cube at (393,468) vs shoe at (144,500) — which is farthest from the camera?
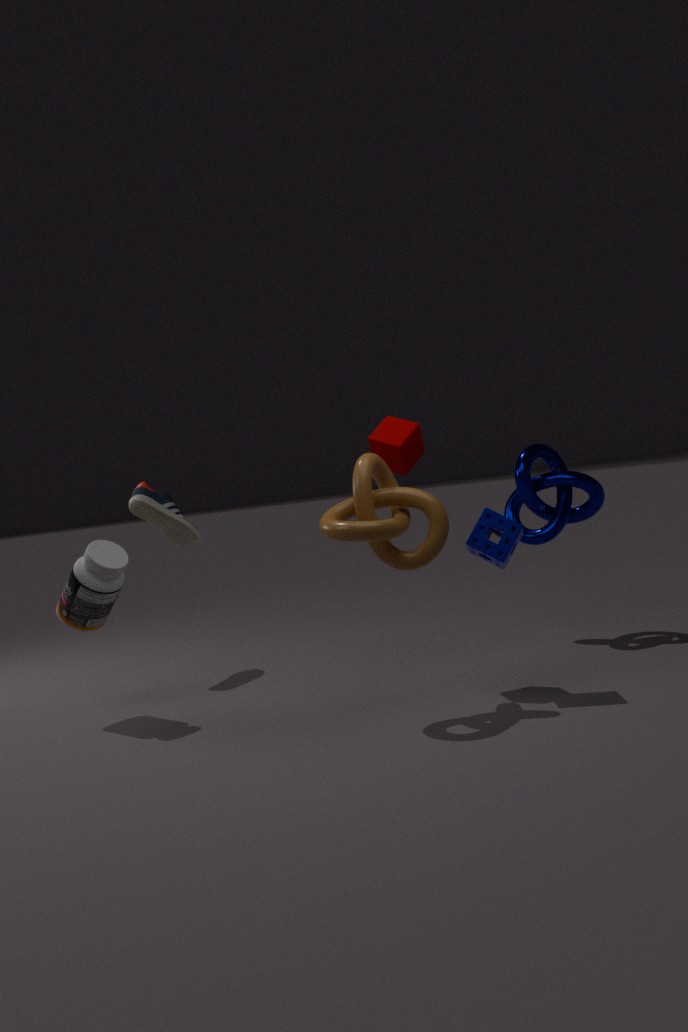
shoe at (144,500)
